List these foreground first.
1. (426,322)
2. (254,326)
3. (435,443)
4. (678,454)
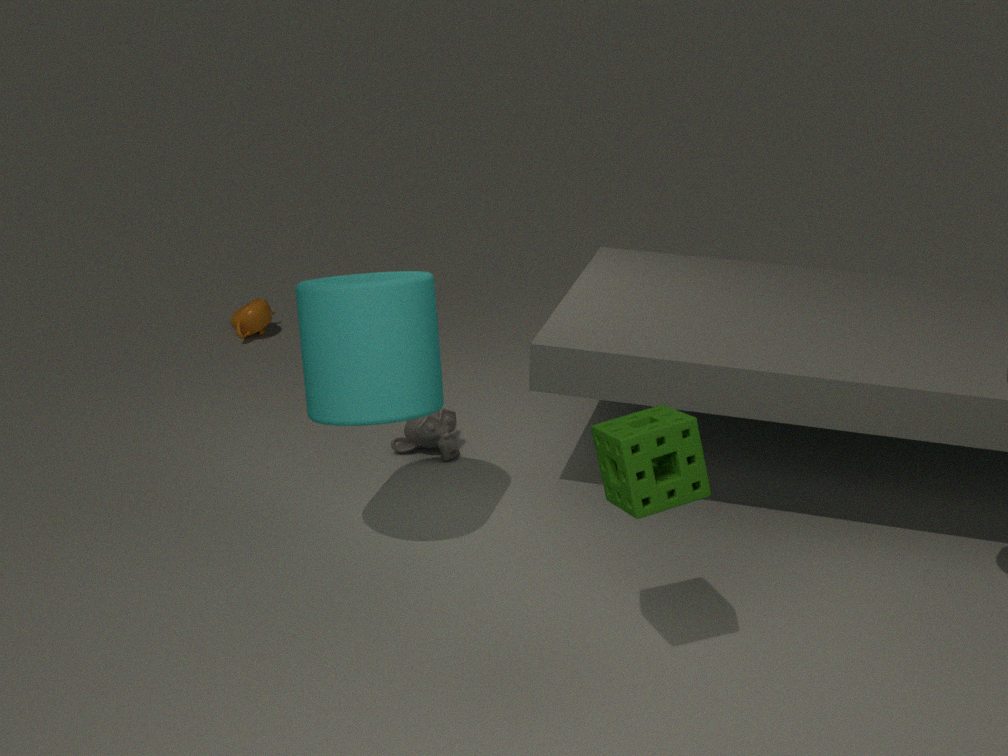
1. (678,454)
2. (426,322)
3. (435,443)
4. (254,326)
